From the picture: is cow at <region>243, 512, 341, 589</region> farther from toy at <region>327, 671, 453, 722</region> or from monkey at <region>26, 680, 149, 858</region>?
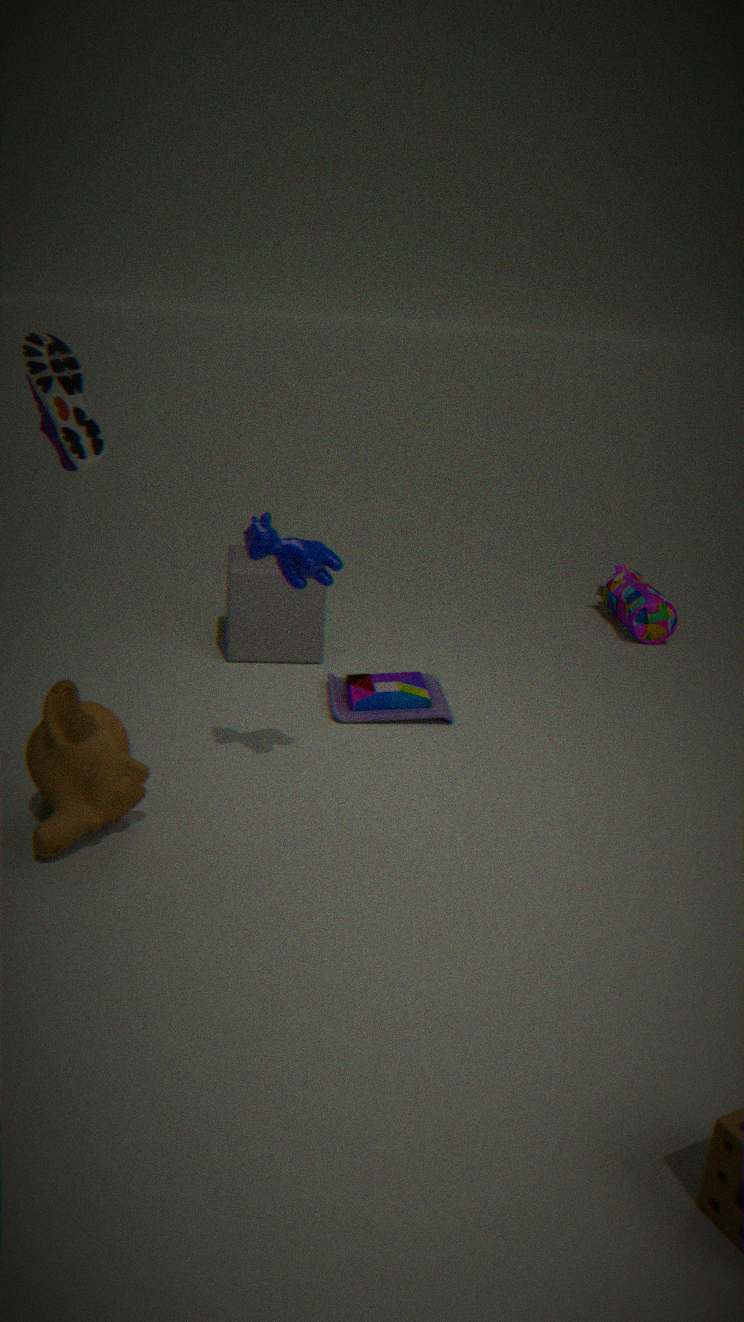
toy at <region>327, 671, 453, 722</region>
